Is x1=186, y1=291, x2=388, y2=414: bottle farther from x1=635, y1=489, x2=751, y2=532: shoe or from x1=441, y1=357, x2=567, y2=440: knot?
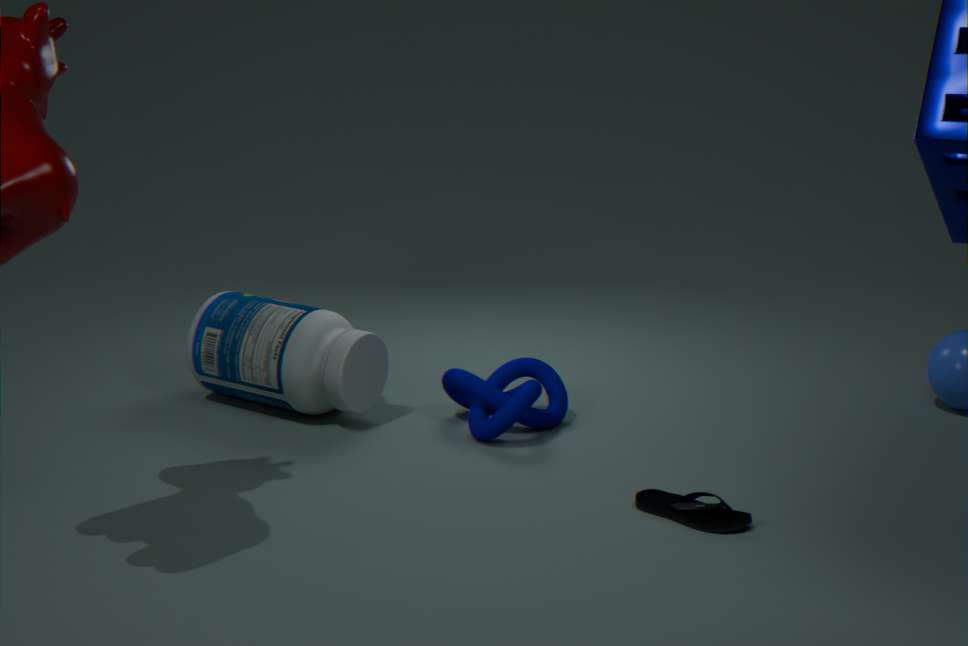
x1=635, y1=489, x2=751, y2=532: shoe
